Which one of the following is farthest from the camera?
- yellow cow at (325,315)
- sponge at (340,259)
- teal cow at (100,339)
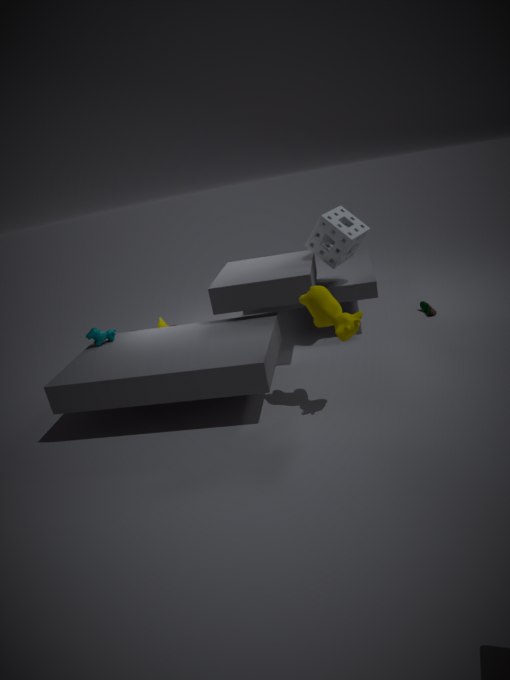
sponge at (340,259)
